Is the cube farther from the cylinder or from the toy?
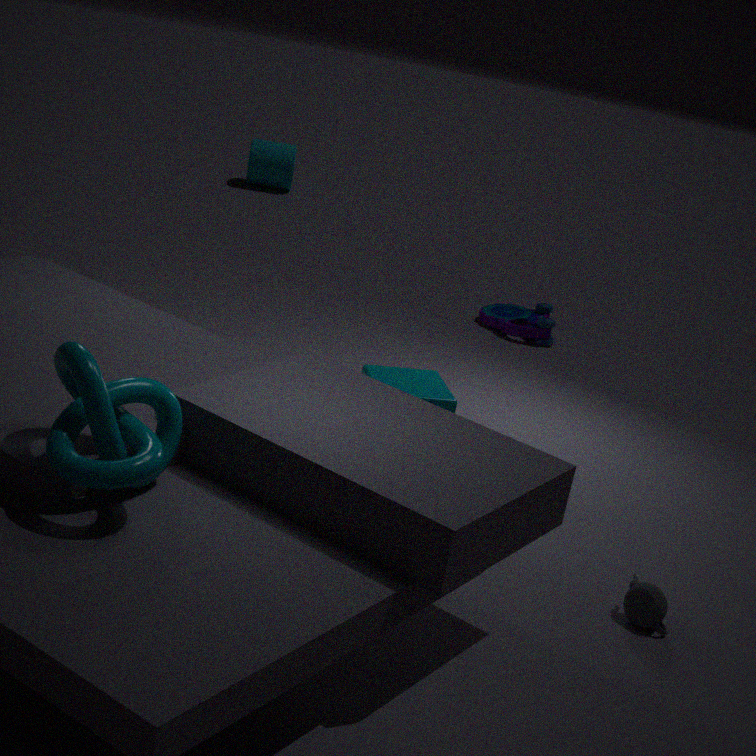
the cylinder
